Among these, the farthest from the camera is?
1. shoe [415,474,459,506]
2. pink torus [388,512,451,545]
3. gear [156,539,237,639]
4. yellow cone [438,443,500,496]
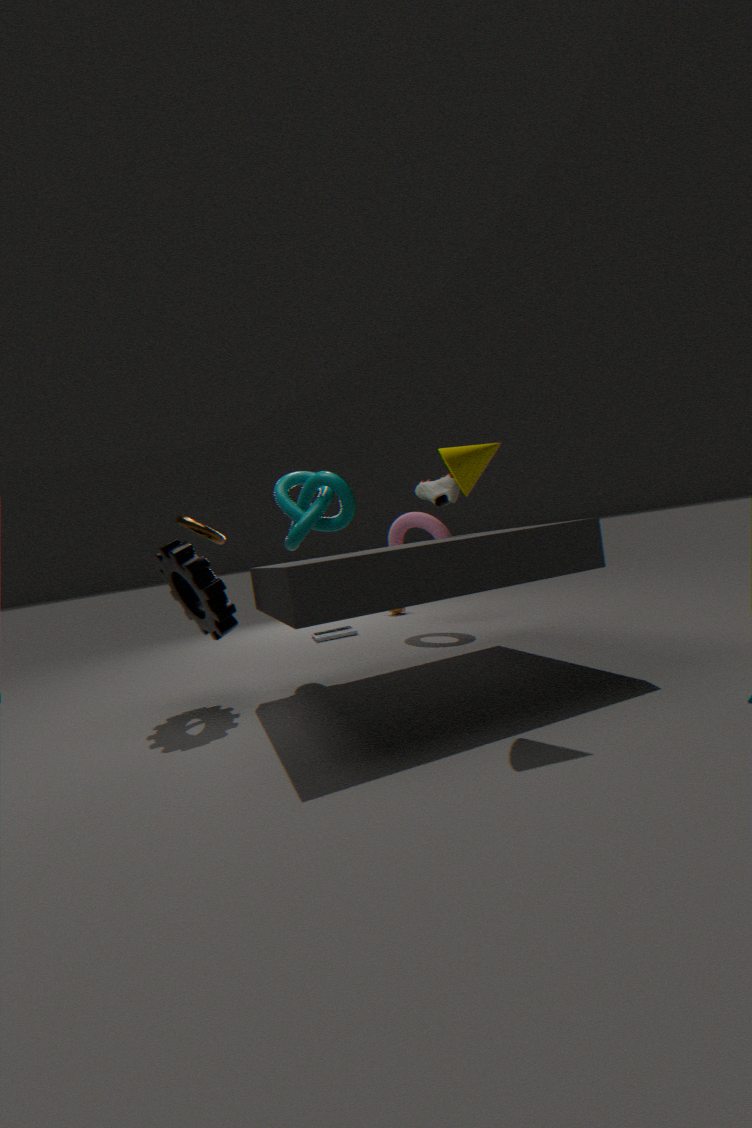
pink torus [388,512,451,545]
